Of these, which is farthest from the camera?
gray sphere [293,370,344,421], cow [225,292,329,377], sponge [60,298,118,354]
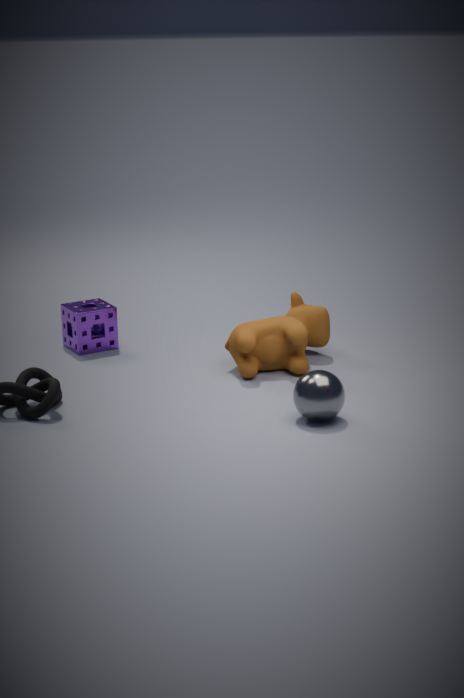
sponge [60,298,118,354]
